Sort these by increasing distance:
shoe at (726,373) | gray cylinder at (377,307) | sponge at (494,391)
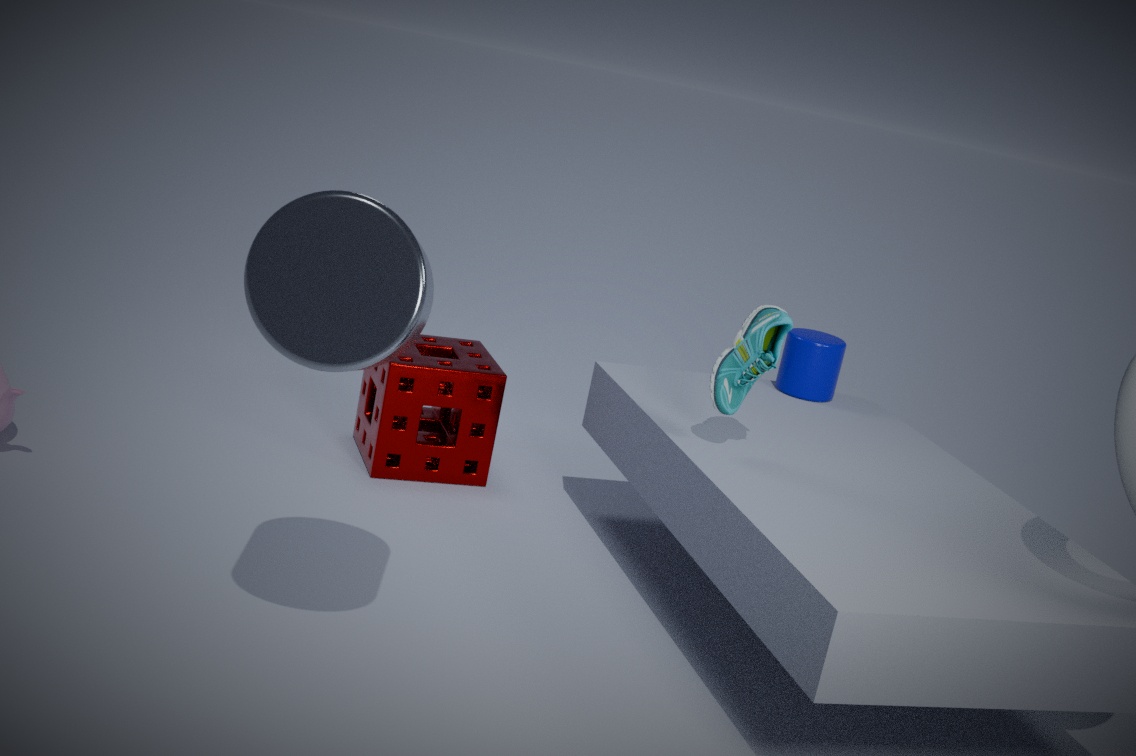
gray cylinder at (377,307) < shoe at (726,373) < sponge at (494,391)
